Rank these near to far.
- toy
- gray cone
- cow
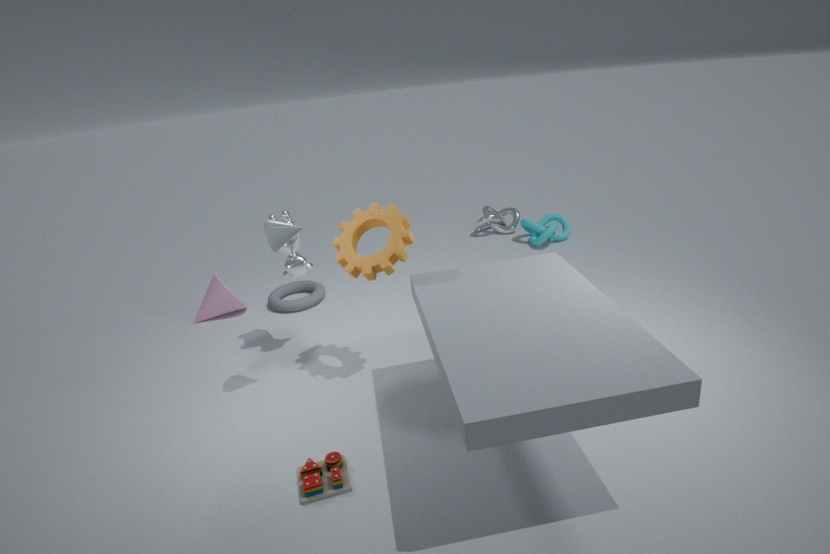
toy
gray cone
cow
